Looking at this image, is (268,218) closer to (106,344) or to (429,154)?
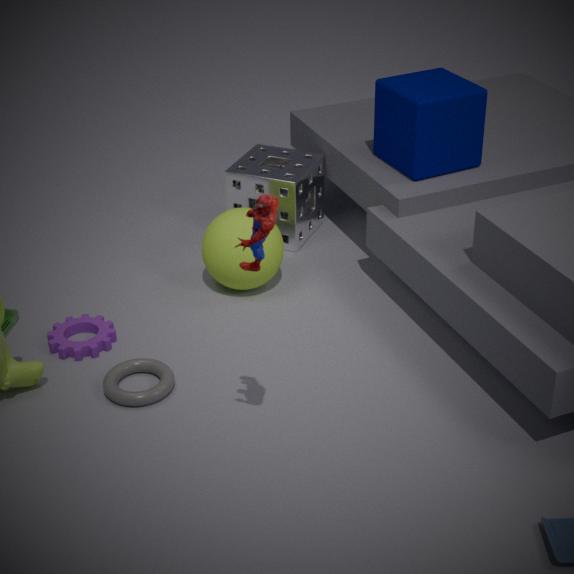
(106,344)
